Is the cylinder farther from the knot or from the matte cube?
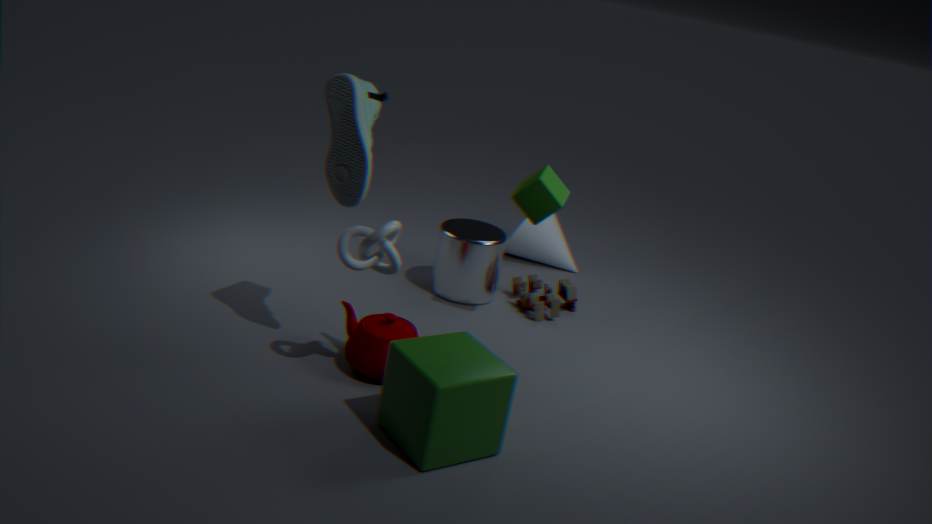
the knot
